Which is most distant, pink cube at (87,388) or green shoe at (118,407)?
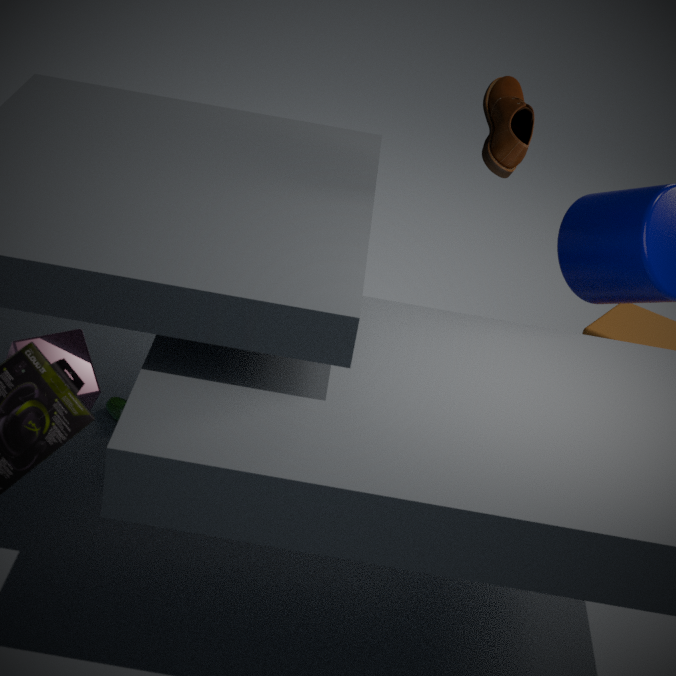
green shoe at (118,407)
